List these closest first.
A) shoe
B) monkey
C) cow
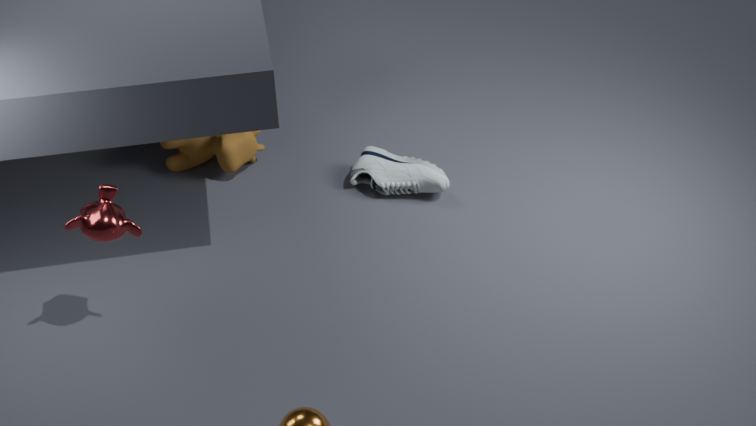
monkey < shoe < cow
